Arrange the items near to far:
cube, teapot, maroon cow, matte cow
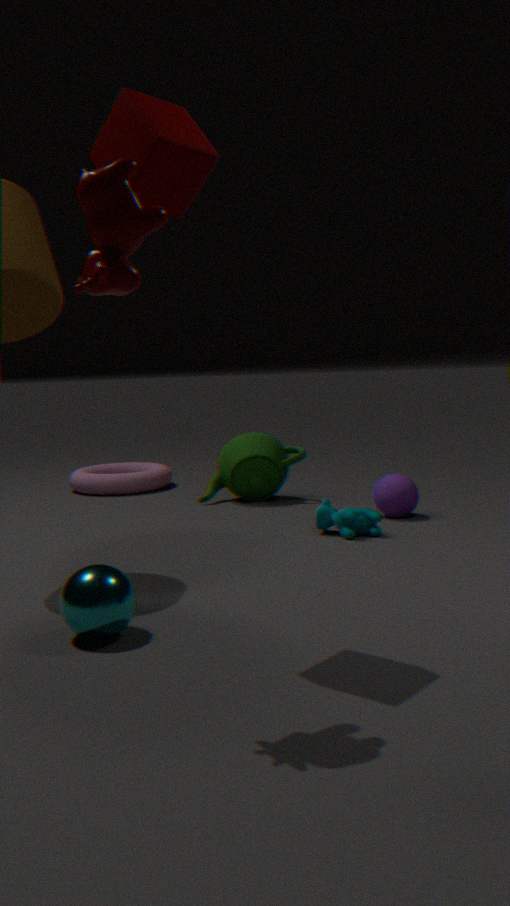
1. maroon cow
2. cube
3. matte cow
4. teapot
